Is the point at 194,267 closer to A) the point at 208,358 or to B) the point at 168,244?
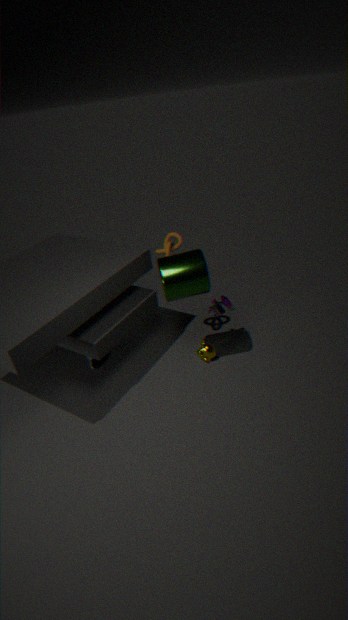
B) the point at 168,244
